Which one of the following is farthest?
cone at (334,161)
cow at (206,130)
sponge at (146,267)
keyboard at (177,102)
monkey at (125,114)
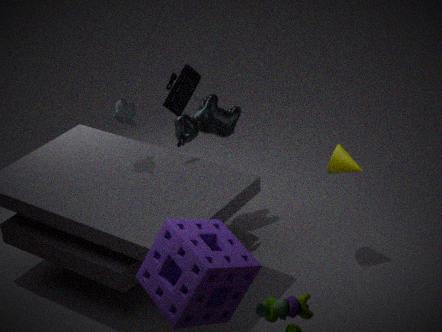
cow at (206,130)
